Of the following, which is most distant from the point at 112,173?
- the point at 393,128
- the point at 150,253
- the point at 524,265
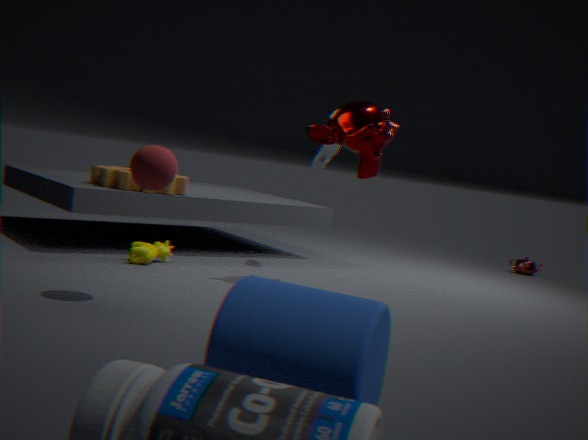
the point at 524,265
